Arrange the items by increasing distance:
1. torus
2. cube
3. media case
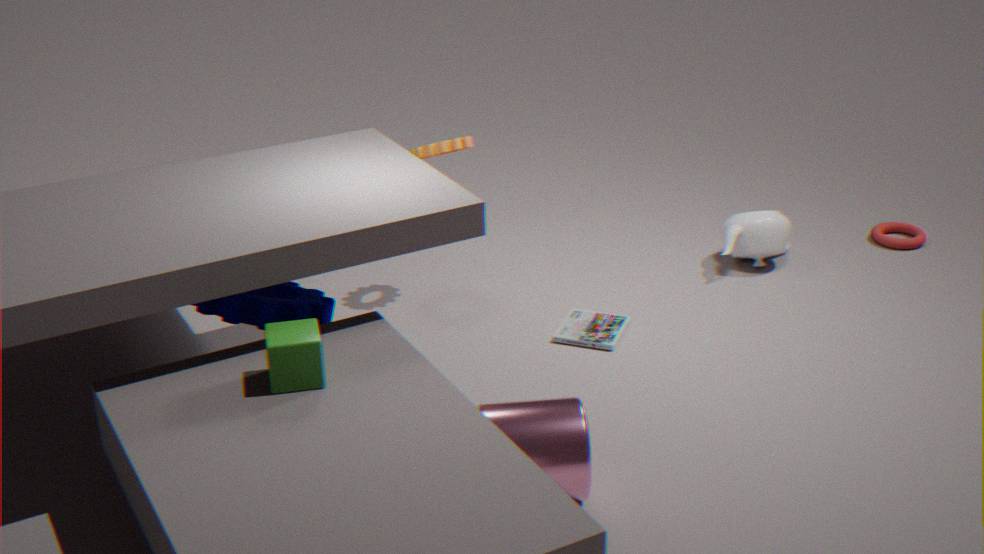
cube < media case < torus
